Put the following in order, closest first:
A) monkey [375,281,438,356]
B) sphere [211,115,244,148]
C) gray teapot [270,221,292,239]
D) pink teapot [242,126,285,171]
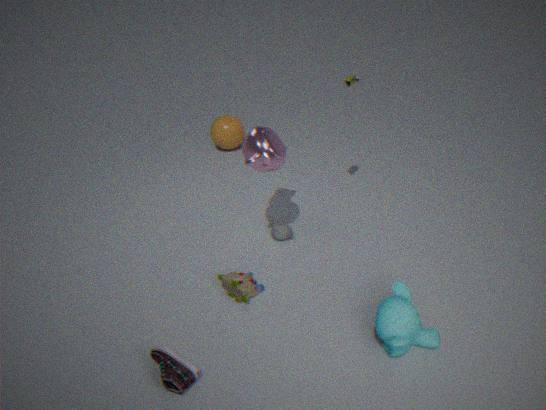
monkey [375,281,438,356]
pink teapot [242,126,285,171]
gray teapot [270,221,292,239]
sphere [211,115,244,148]
